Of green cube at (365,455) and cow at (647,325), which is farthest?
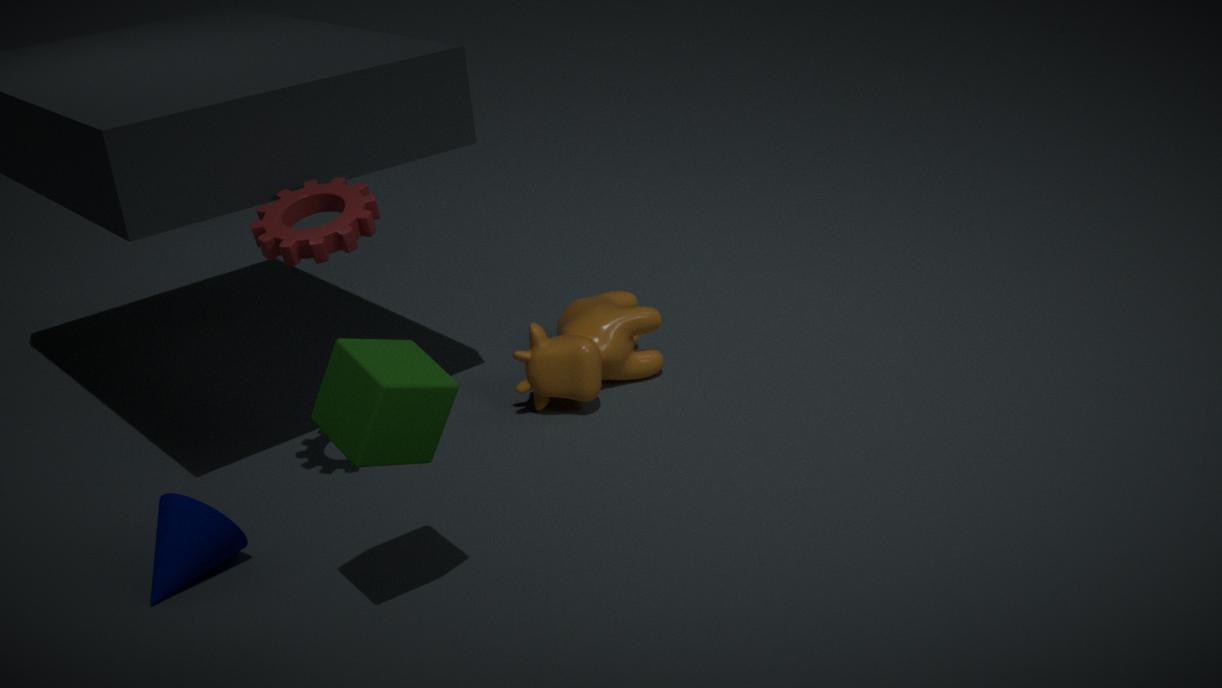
cow at (647,325)
